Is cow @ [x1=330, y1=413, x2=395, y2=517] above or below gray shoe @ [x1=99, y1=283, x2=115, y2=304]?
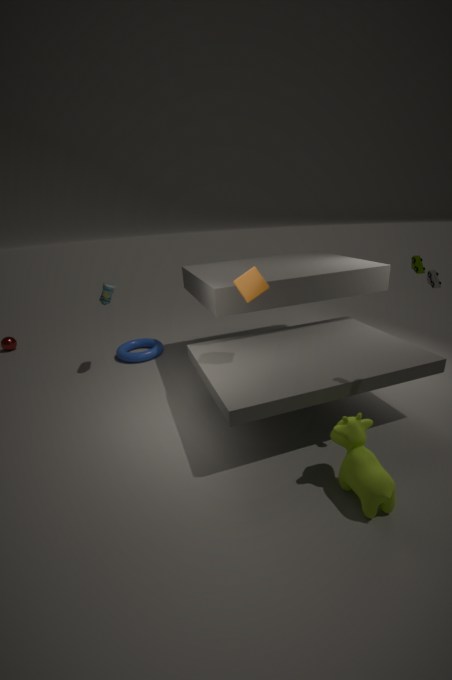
below
